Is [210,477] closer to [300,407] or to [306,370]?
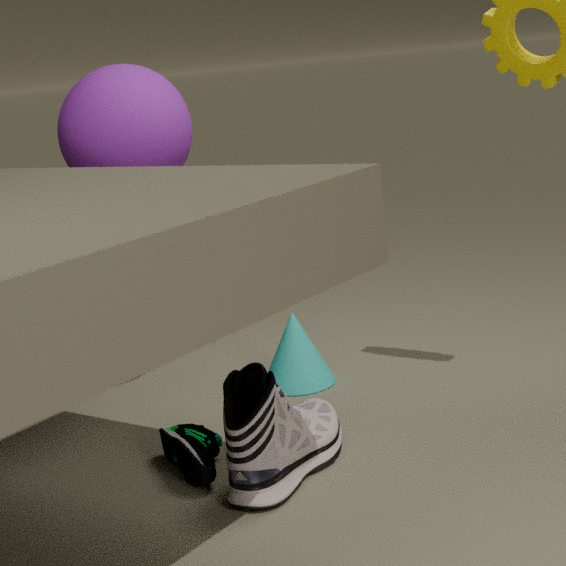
[300,407]
